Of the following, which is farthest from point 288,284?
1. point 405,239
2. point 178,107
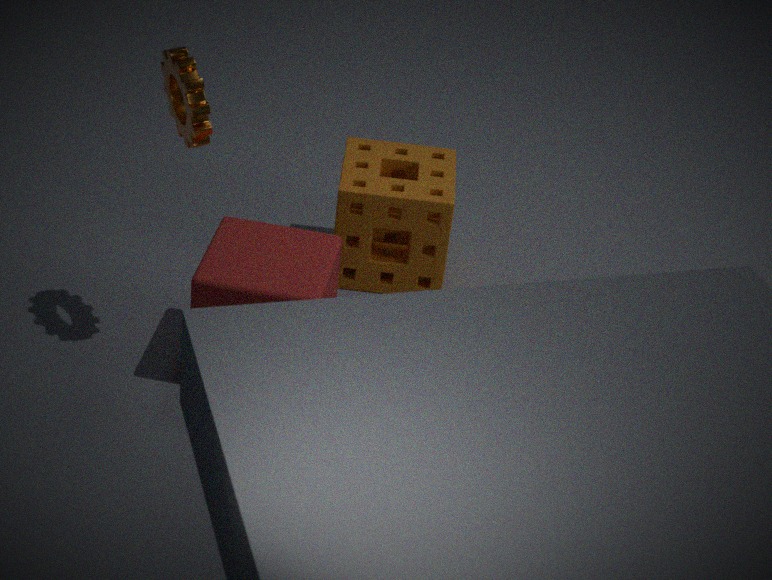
point 405,239
